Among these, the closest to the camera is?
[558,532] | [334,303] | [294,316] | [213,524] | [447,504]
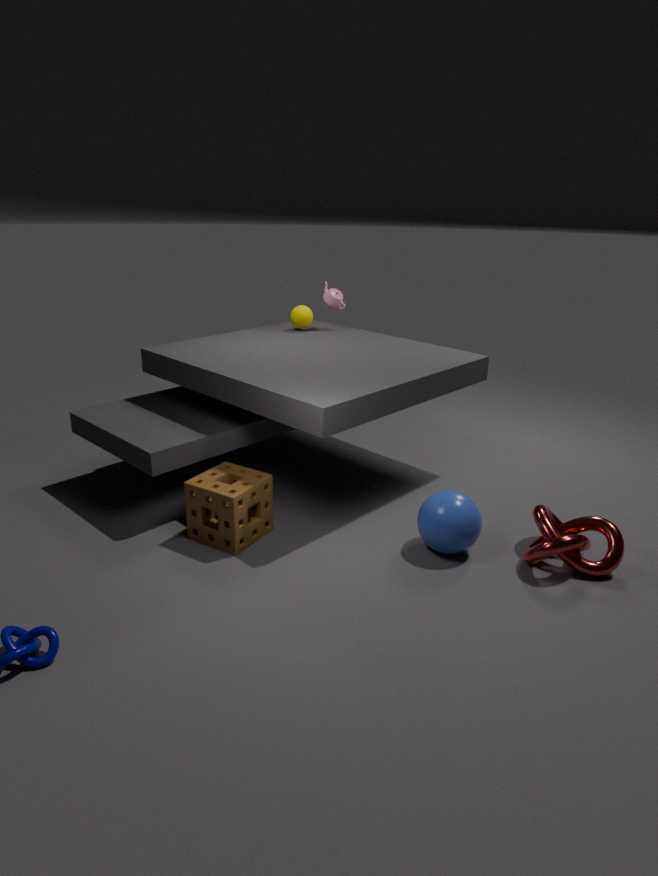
[447,504]
